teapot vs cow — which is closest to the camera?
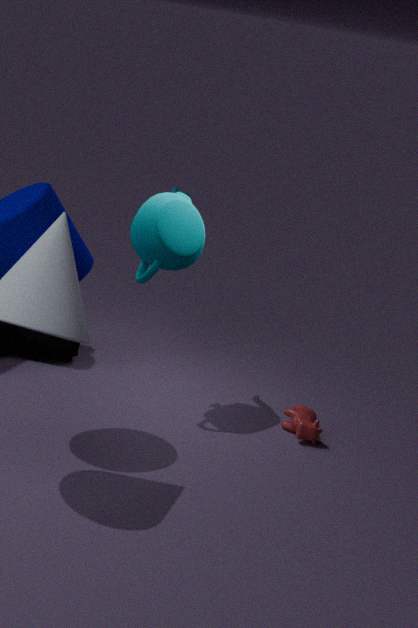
teapot
